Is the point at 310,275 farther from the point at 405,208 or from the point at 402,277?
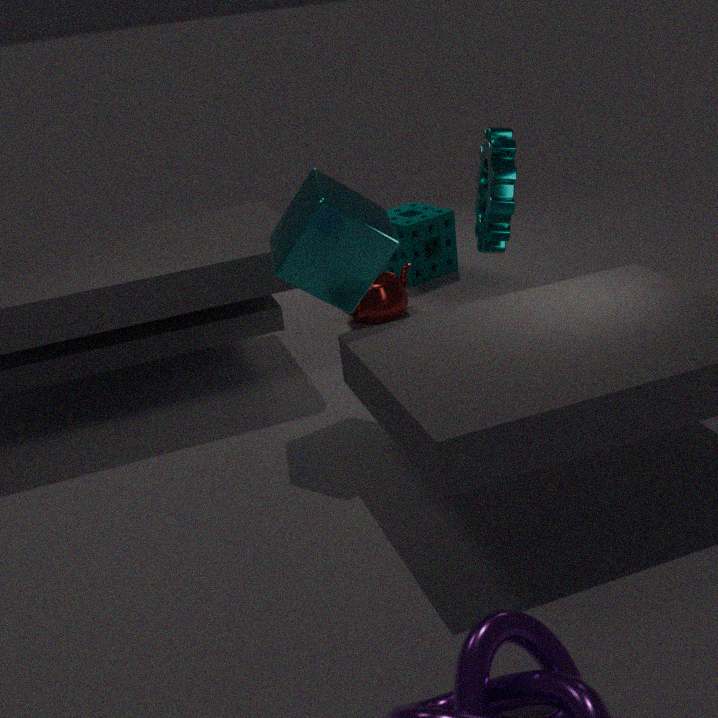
the point at 405,208
